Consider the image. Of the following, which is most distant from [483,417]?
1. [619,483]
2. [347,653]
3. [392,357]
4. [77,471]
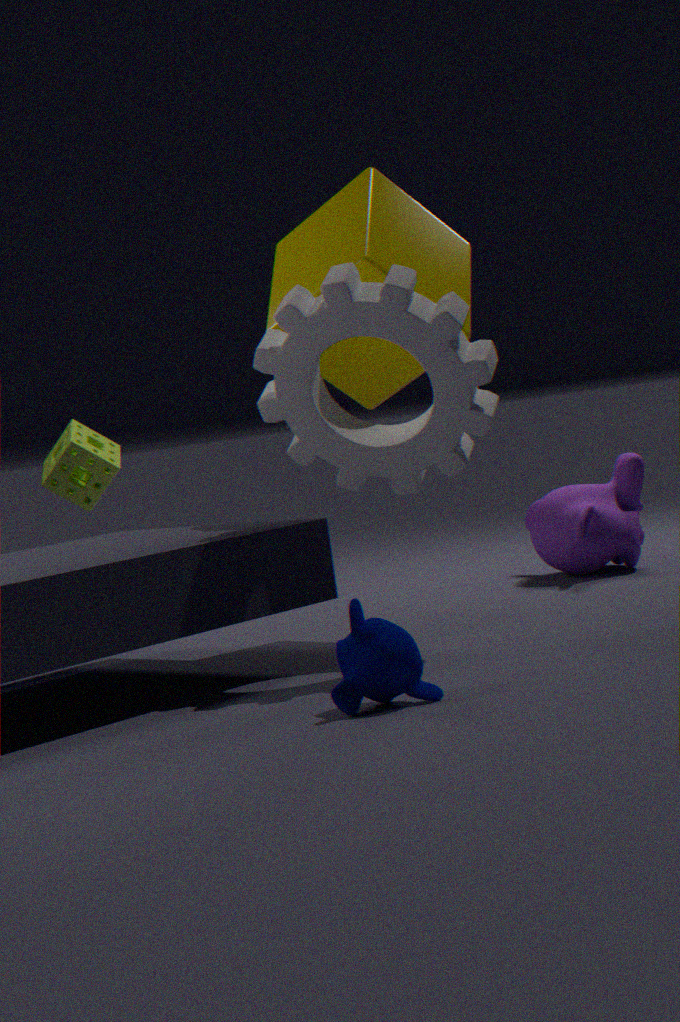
[77,471]
